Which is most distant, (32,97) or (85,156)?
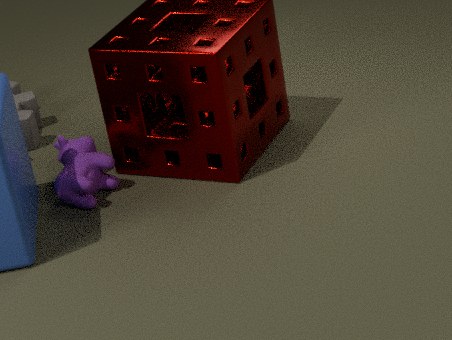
(32,97)
